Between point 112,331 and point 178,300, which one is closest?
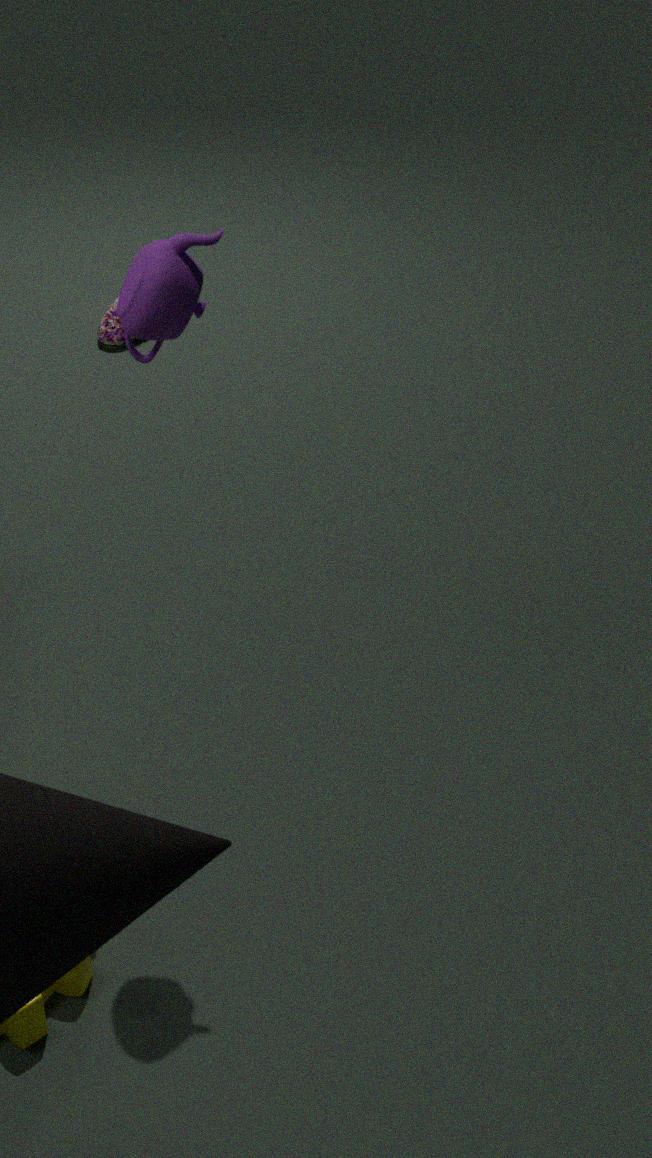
point 178,300
